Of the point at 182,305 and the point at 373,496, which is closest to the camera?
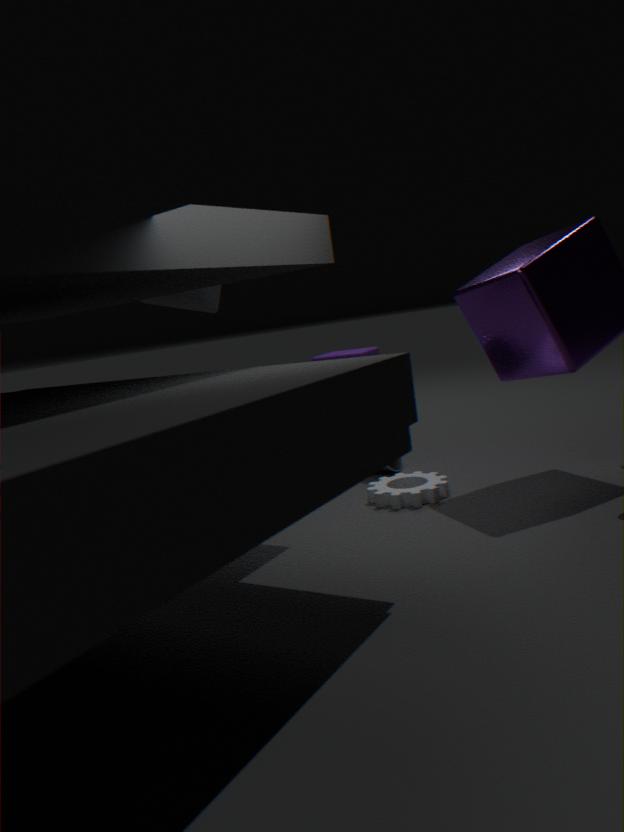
the point at 373,496
